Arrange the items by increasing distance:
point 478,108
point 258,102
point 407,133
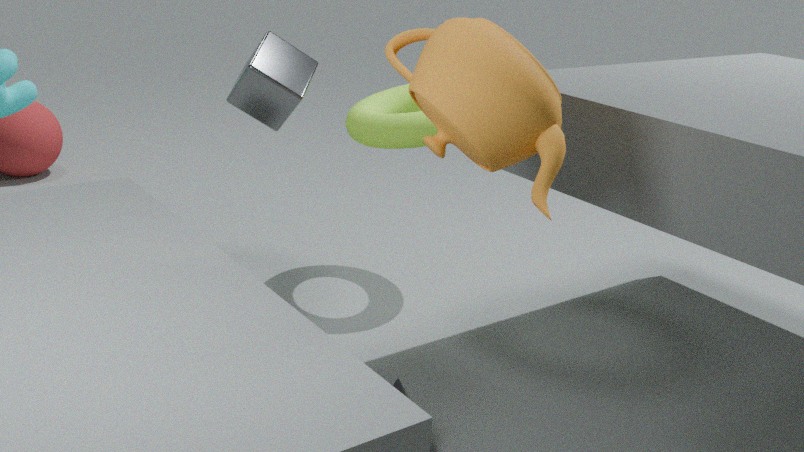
point 478,108 → point 258,102 → point 407,133
